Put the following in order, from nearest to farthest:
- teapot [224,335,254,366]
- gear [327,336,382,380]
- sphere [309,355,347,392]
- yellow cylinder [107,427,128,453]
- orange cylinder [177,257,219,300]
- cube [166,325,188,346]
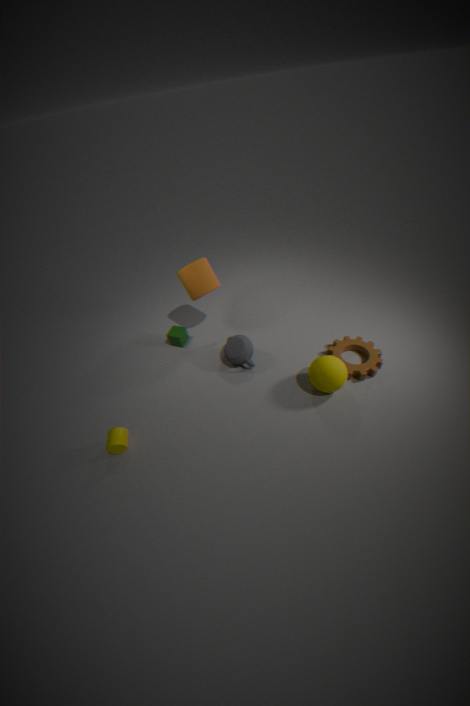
1. yellow cylinder [107,427,128,453]
2. sphere [309,355,347,392]
3. gear [327,336,382,380]
4. teapot [224,335,254,366]
5. orange cylinder [177,257,219,300]
6. cube [166,325,188,346]
